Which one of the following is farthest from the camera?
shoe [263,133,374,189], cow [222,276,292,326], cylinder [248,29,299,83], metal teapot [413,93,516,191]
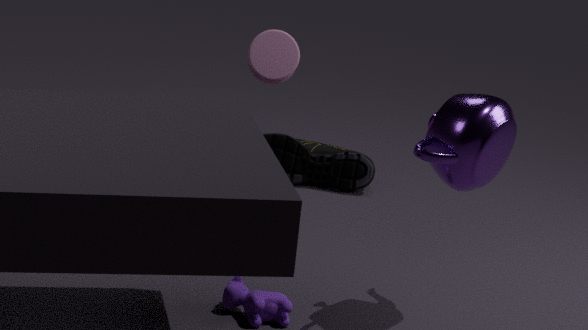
shoe [263,133,374,189]
